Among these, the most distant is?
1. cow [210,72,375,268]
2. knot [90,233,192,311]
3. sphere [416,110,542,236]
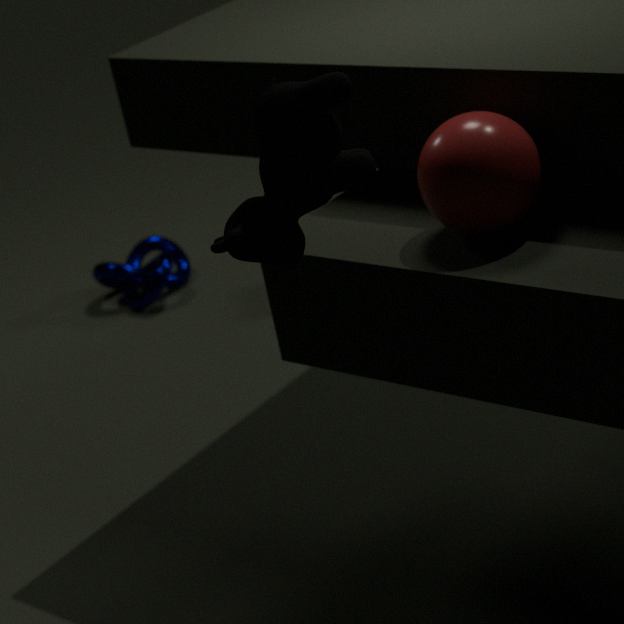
knot [90,233,192,311]
